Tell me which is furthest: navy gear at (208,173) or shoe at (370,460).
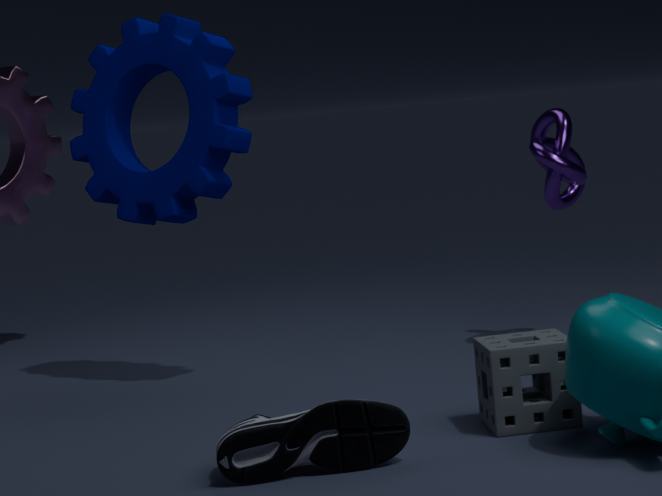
navy gear at (208,173)
